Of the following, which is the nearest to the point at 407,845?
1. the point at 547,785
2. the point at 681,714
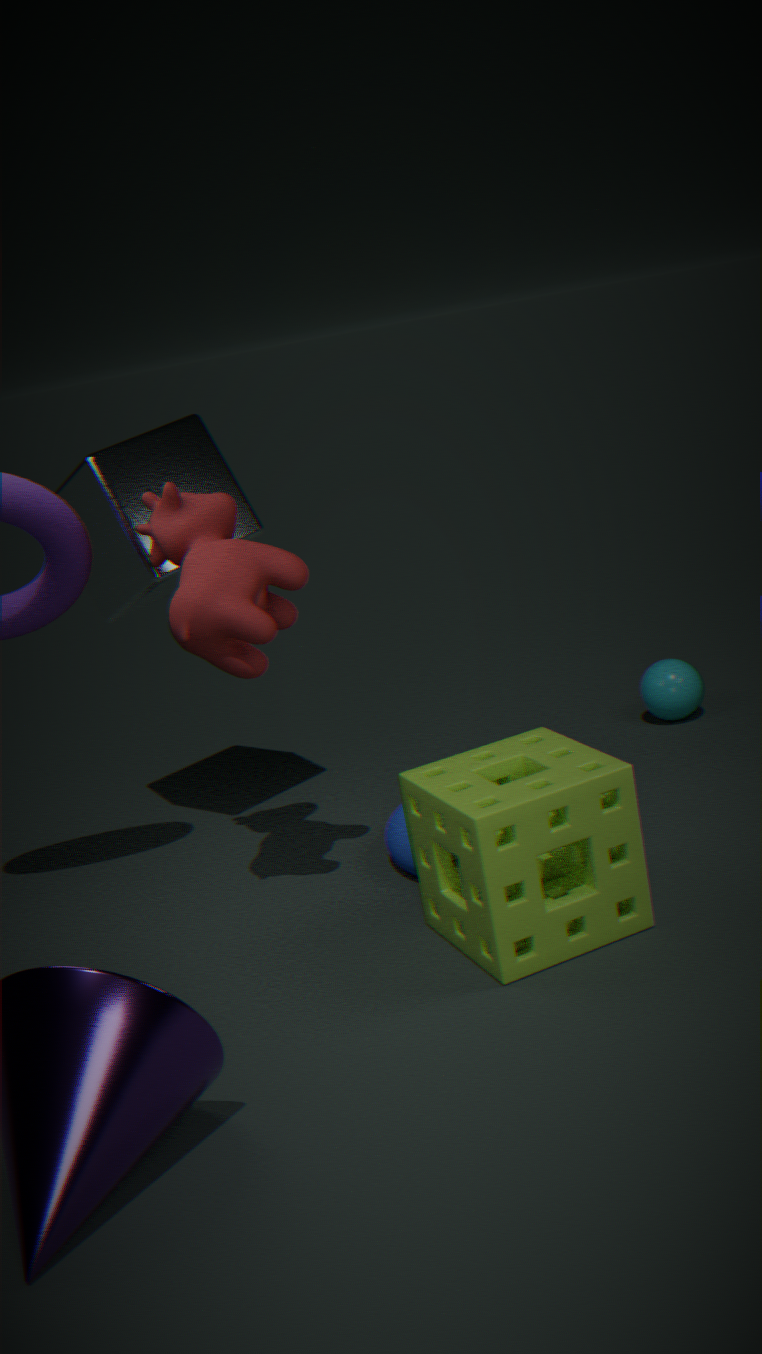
the point at 547,785
